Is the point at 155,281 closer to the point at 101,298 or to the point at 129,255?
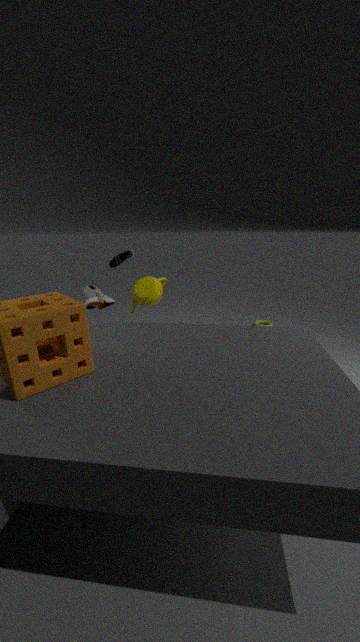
the point at 101,298
